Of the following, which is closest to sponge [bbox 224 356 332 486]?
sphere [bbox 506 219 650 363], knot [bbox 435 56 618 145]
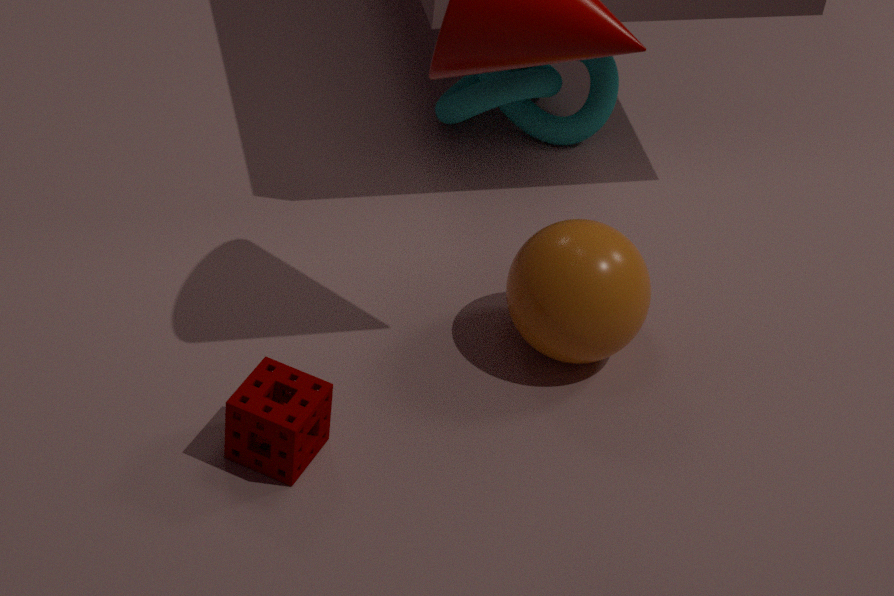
sphere [bbox 506 219 650 363]
